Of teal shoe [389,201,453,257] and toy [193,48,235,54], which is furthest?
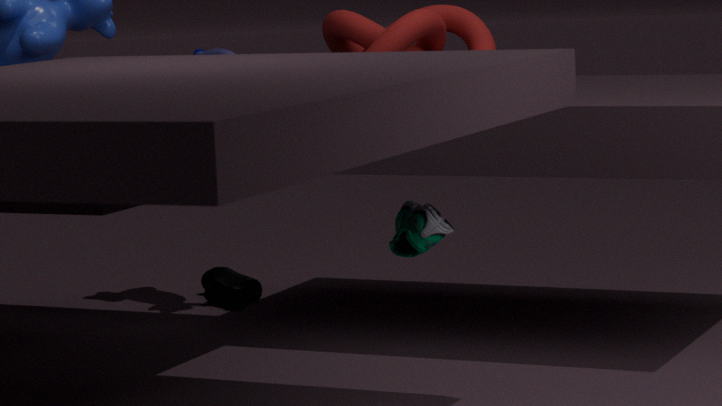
toy [193,48,235,54]
